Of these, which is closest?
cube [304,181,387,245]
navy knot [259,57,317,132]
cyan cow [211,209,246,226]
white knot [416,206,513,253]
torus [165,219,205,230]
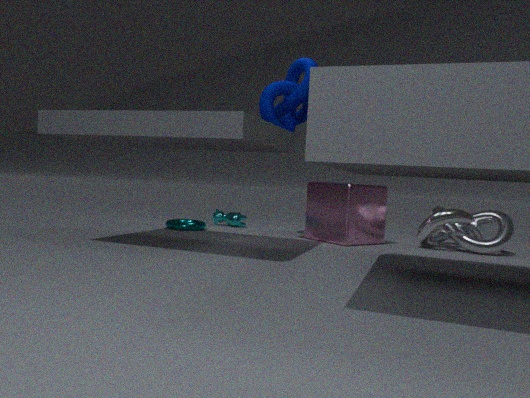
white knot [416,206,513,253]
